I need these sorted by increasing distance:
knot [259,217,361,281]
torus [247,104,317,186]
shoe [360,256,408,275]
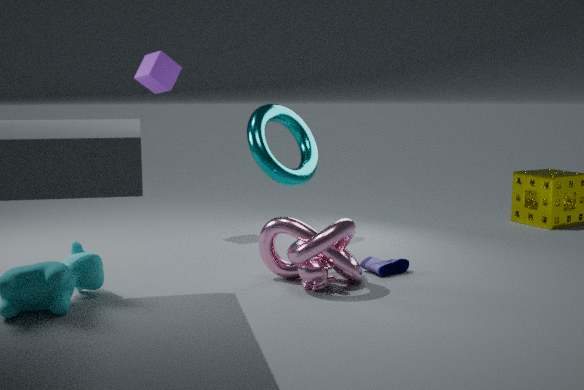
1. knot [259,217,361,281]
2. shoe [360,256,408,275]
3. torus [247,104,317,186]
